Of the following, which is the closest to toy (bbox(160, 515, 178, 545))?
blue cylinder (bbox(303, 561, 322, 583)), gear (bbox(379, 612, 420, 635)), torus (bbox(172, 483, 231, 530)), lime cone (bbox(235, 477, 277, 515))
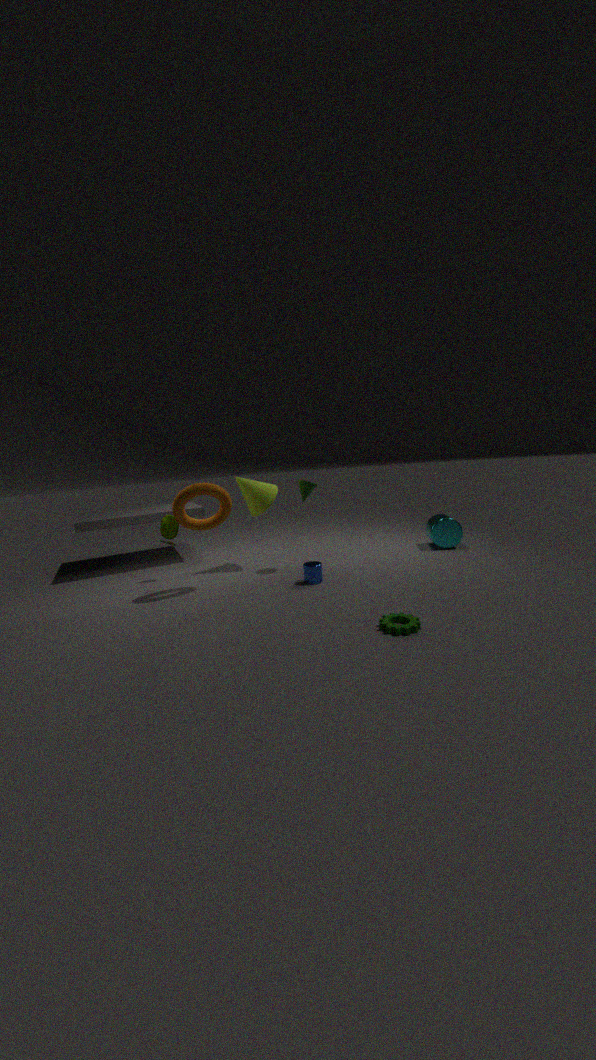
torus (bbox(172, 483, 231, 530))
